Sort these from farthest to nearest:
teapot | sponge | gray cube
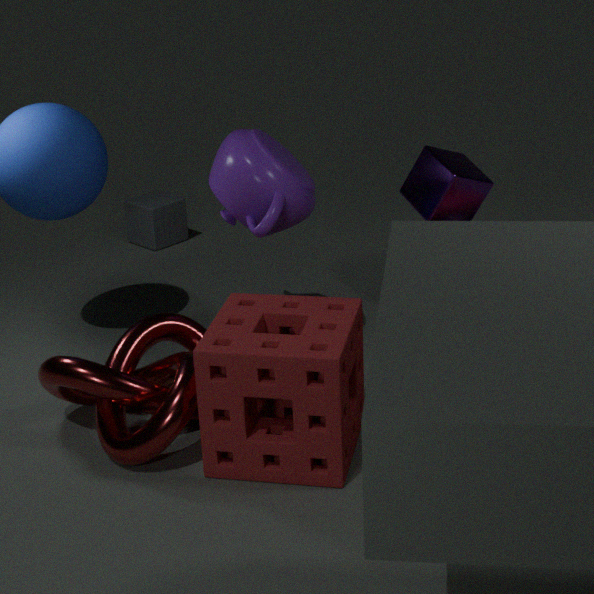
gray cube < teapot < sponge
